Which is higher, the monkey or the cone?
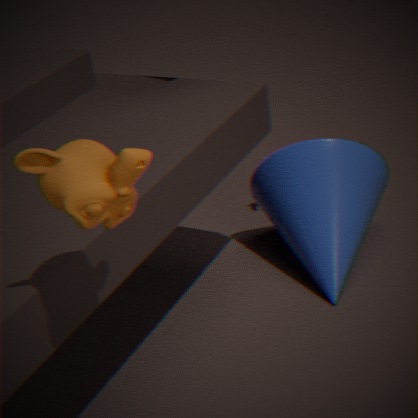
the monkey
